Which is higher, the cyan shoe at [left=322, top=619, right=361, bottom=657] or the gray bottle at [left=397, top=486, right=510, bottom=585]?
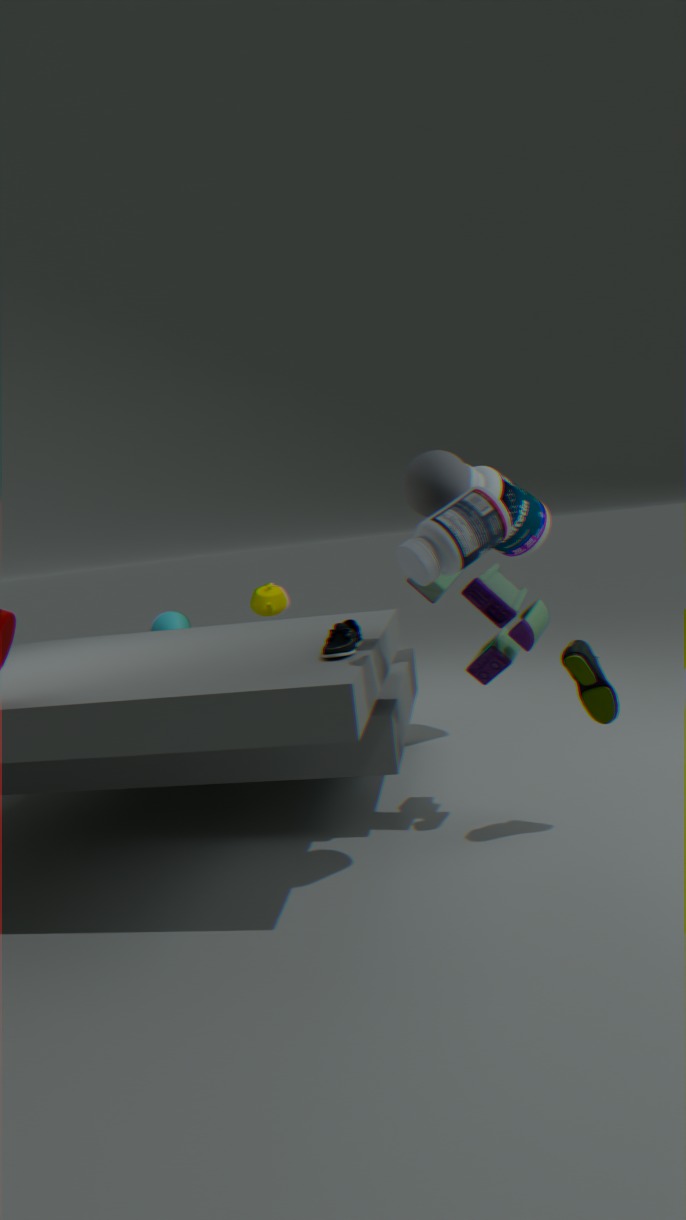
the gray bottle at [left=397, top=486, right=510, bottom=585]
